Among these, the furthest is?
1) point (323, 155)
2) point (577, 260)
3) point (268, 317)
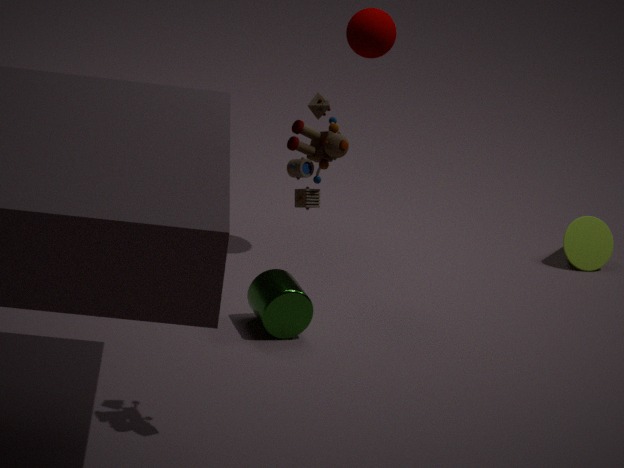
2. point (577, 260)
